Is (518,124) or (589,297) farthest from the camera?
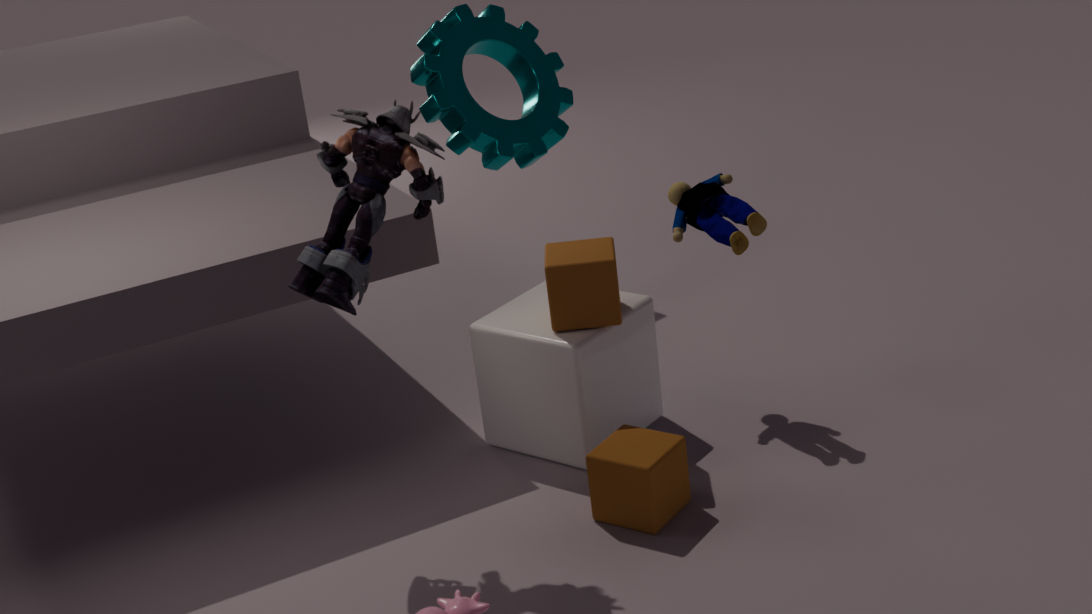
(518,124)
